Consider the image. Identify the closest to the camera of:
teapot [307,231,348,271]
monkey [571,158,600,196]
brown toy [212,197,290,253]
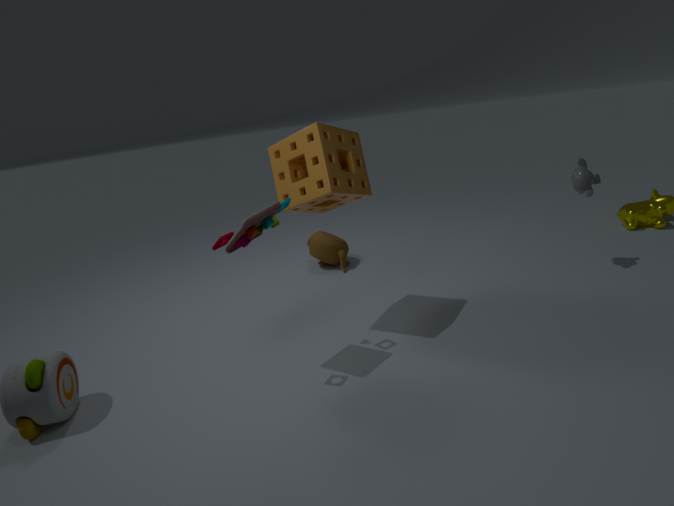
brown toy [212,197,290,253]
